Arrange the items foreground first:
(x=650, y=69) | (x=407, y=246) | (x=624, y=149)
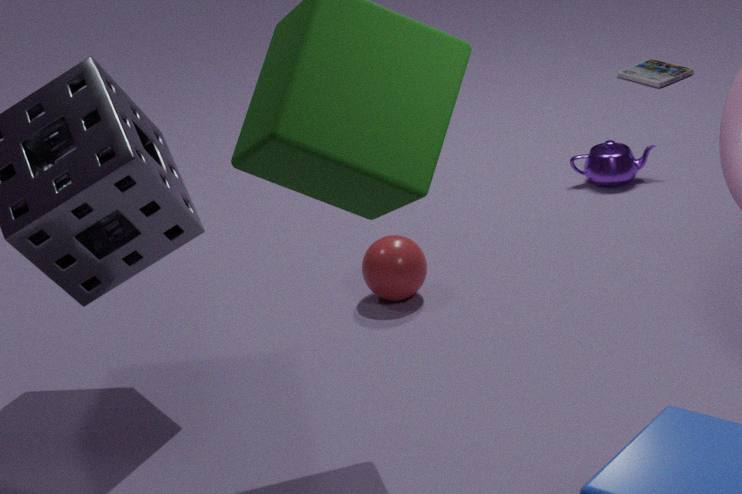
(x=407, y=246) → (x=624, y=149) → (x=650, y=69)
